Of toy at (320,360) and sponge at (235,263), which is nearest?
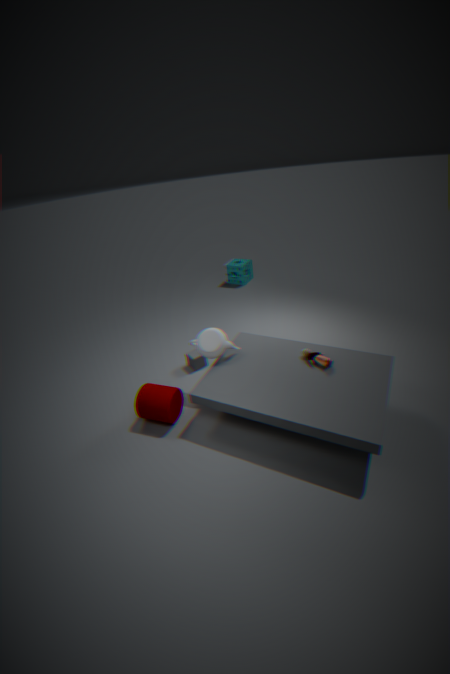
toy at (320,360)
